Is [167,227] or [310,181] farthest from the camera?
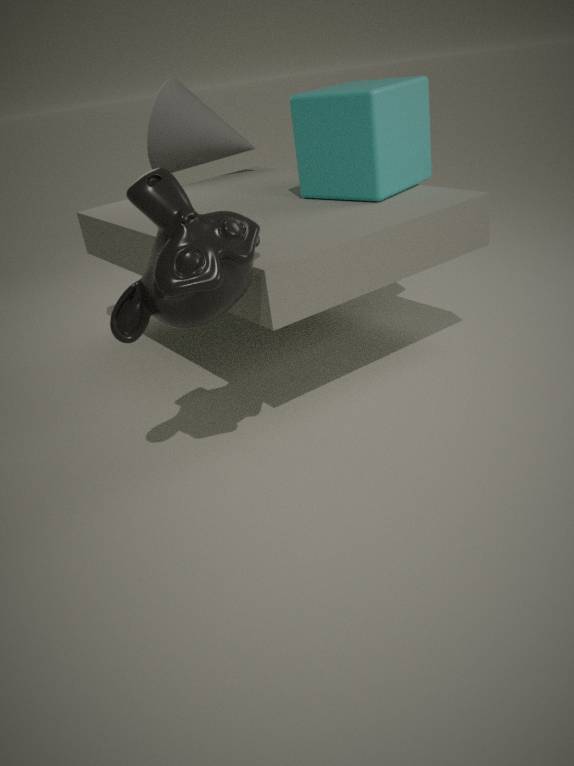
[310,181]
